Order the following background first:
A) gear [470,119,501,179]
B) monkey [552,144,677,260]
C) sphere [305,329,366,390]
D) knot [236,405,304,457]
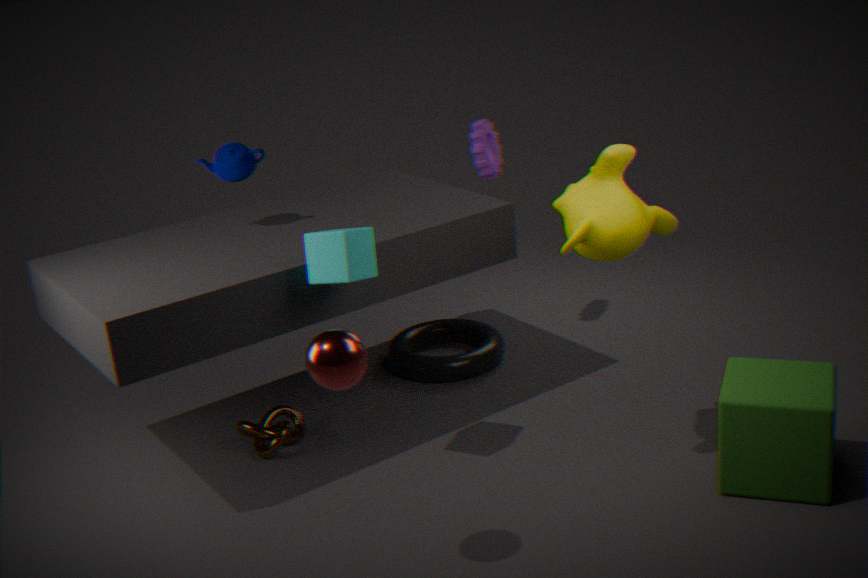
gear [470,119,501,179]
knot [236,405,304,457]
monkey [552,144,677,260]
sphere [305,329,366,390]
